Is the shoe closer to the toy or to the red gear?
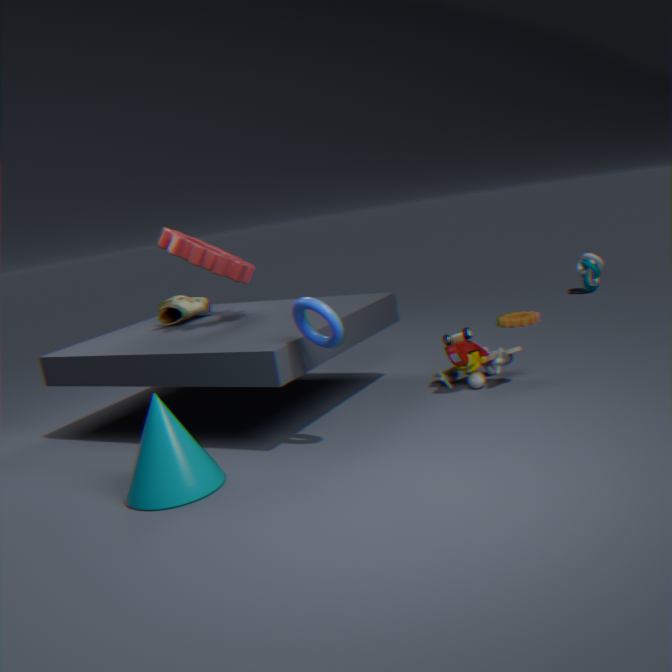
the red gear
